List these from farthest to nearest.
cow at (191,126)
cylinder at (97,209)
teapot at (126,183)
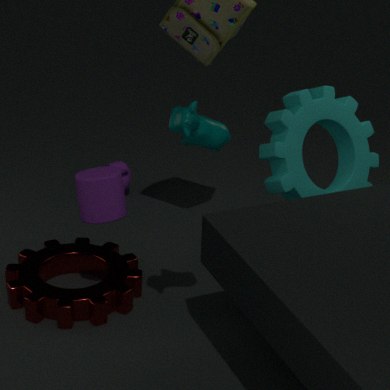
teapot at (126,183) → cylinder at (97,209) → cow at (191,126)
